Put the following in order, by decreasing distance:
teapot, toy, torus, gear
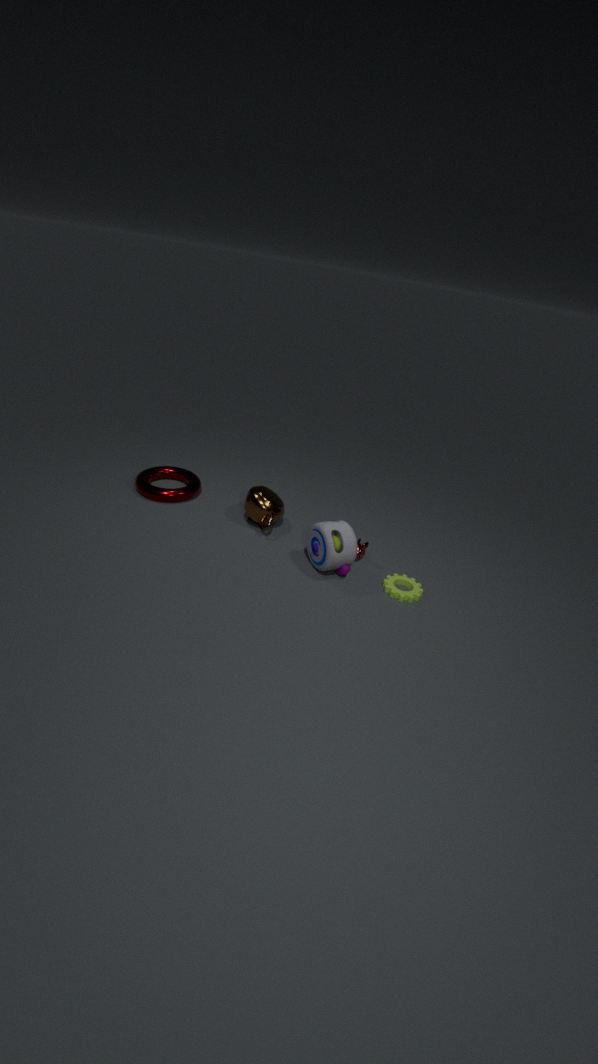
torus
teapot
gear
toy
